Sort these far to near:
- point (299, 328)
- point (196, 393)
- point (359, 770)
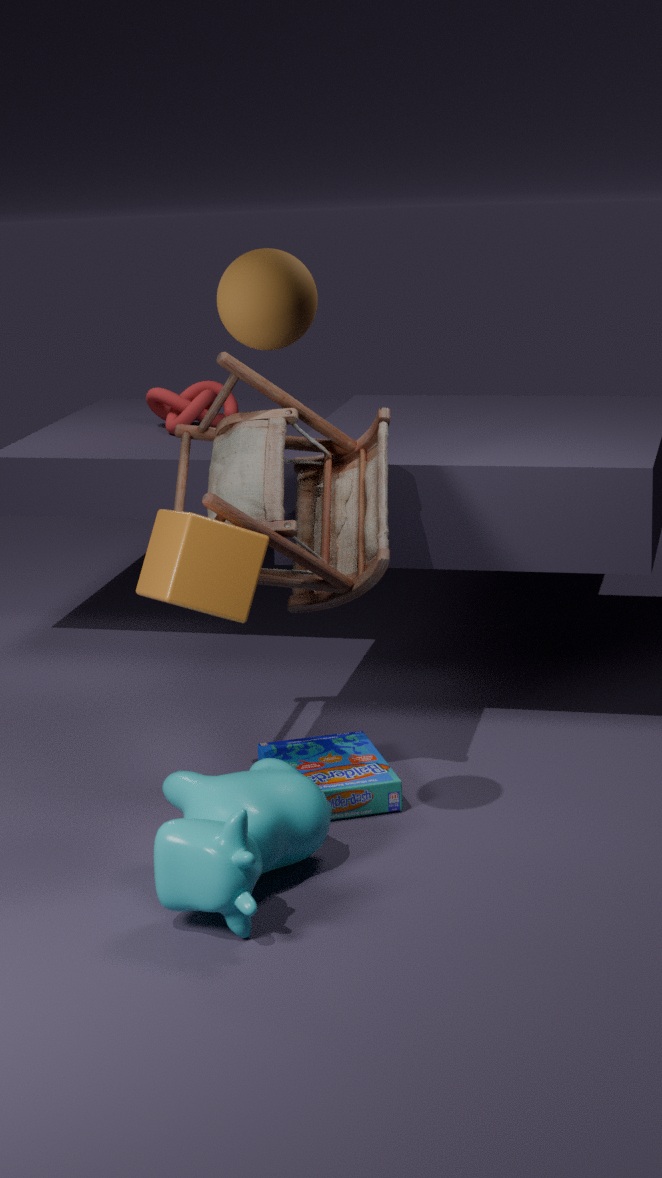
point (196, 393)
point (359, 770)
point (299, 328)
